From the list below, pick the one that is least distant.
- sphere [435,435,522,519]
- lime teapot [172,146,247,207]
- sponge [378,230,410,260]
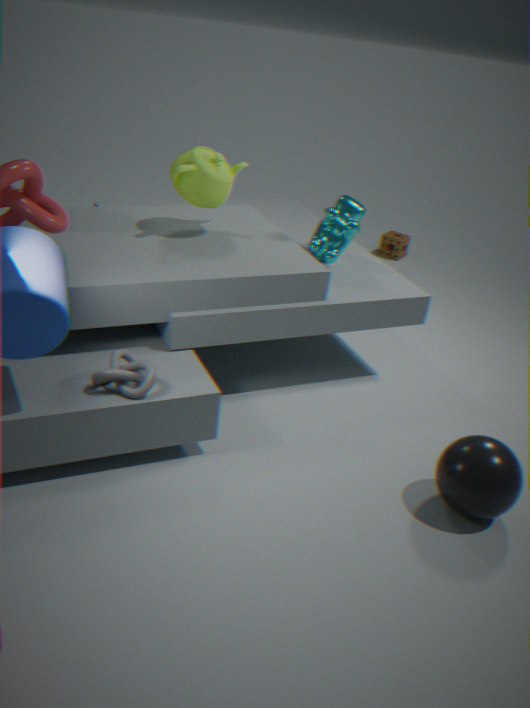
sphere [435,435,522,519]
